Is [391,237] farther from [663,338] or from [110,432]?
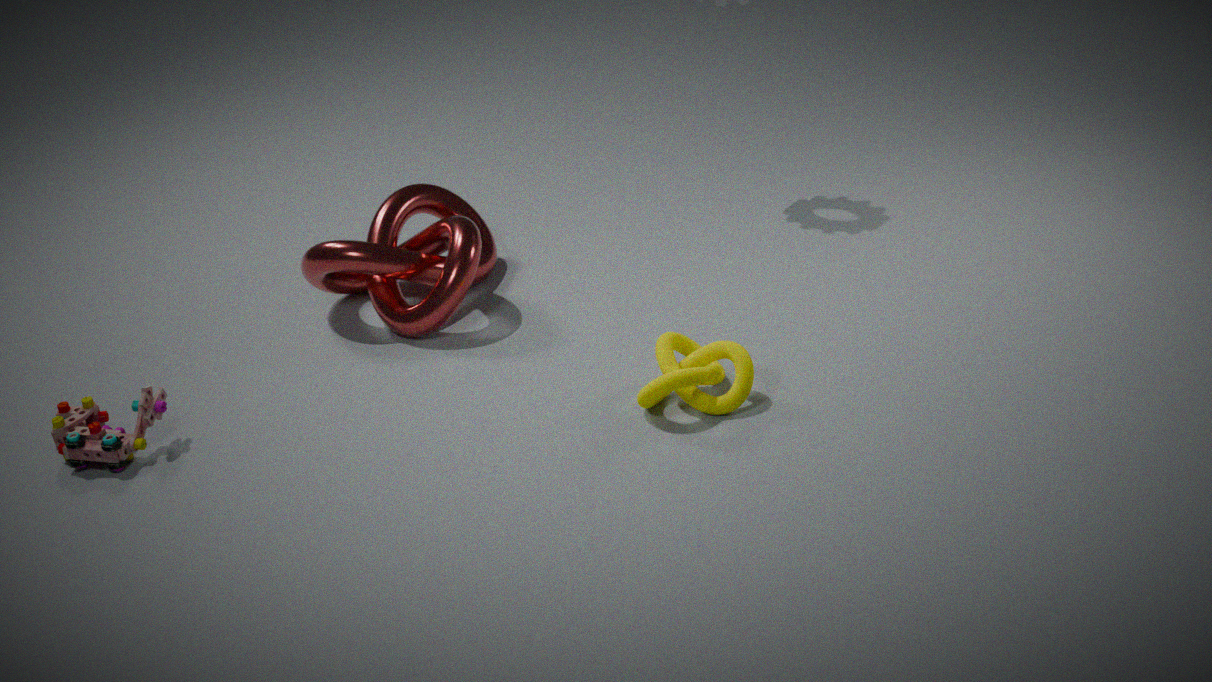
[663,338]
